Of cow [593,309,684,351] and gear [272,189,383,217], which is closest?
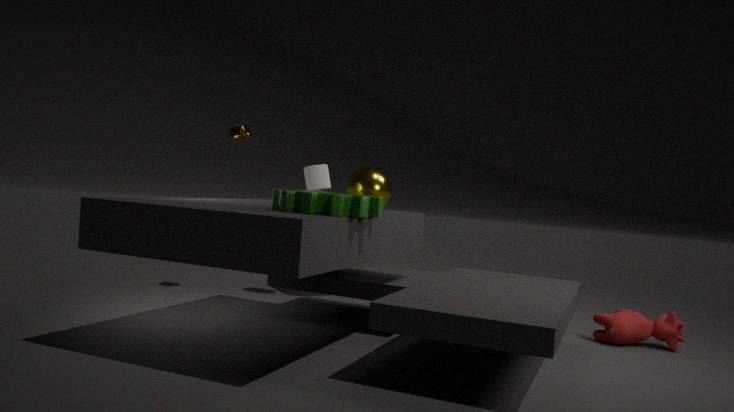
gear [272,189,383,217]
